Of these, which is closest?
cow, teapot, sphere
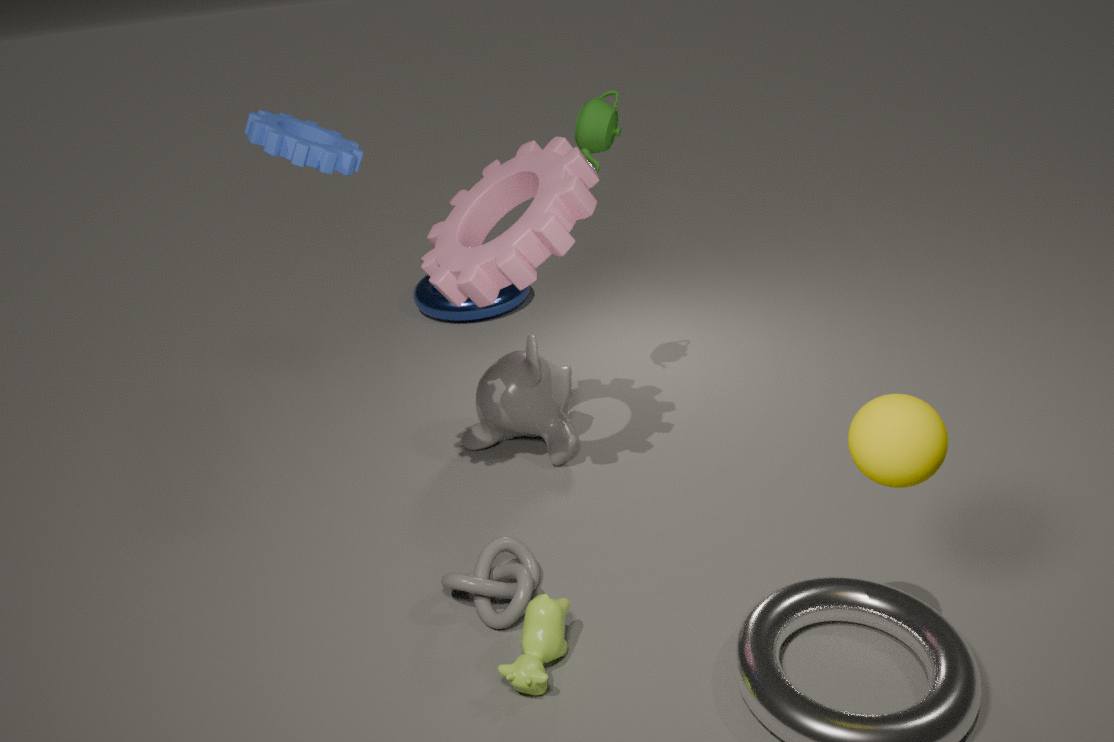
sphere
